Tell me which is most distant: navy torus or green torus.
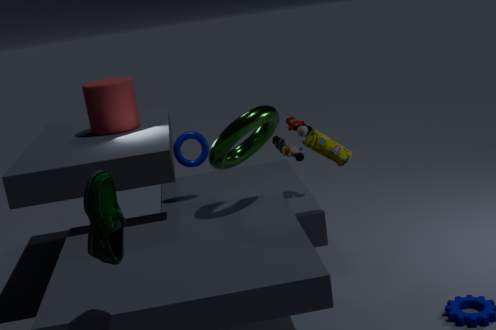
navy torus
